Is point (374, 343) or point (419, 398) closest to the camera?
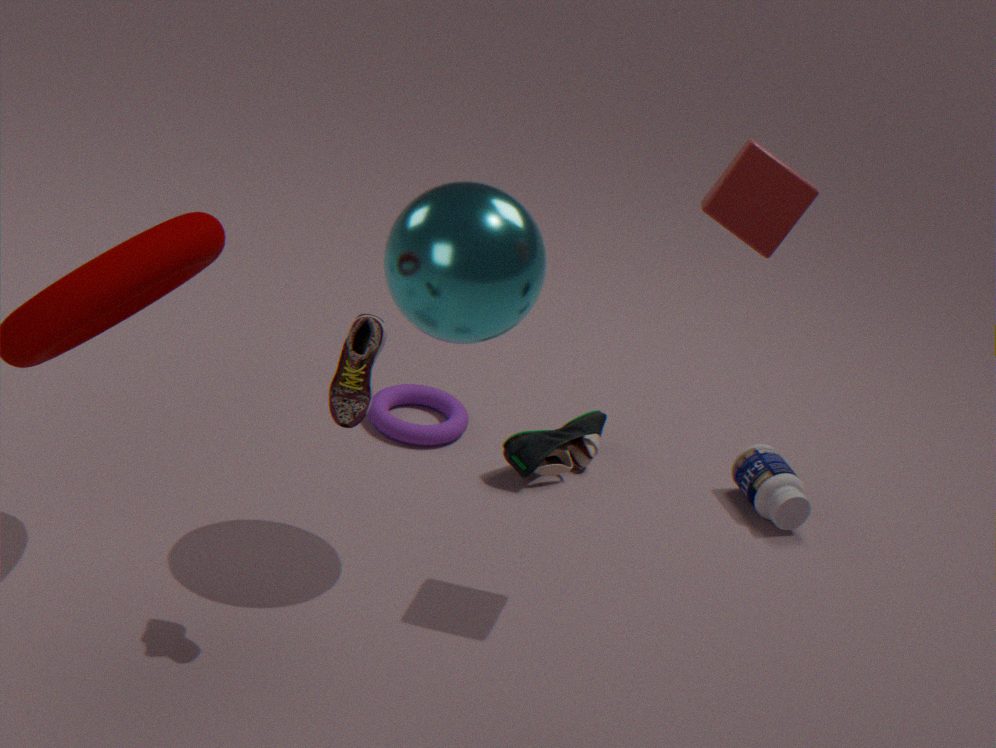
point (374, 343)
